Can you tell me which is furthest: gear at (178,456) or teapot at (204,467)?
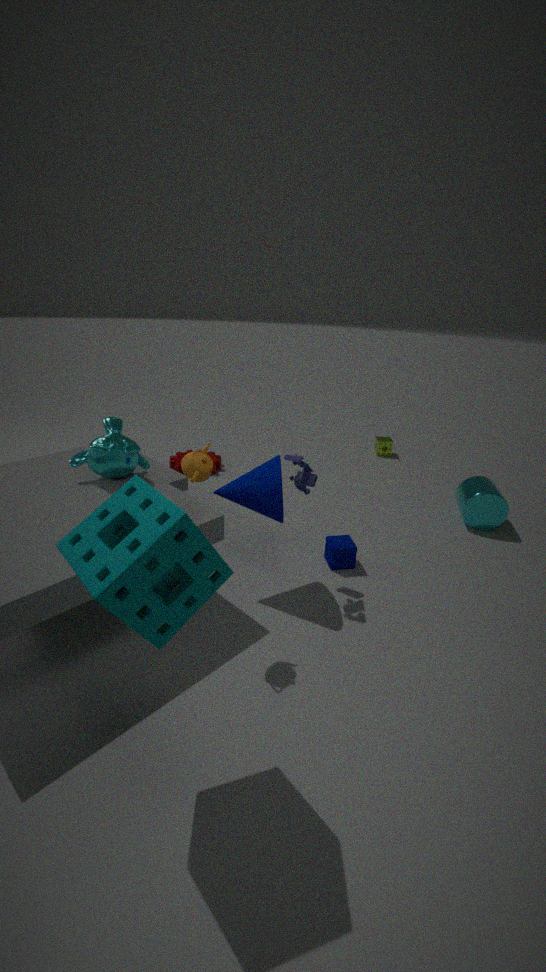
gear at (178,456)
